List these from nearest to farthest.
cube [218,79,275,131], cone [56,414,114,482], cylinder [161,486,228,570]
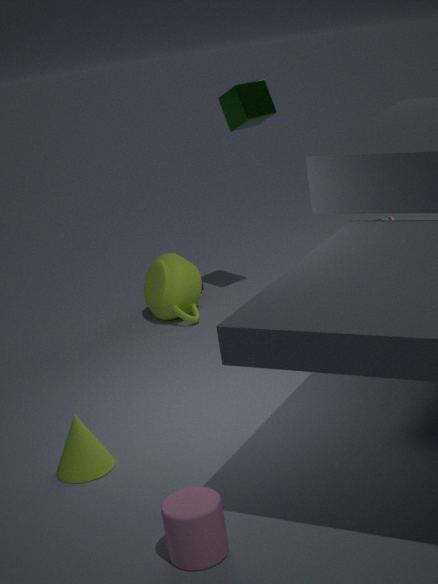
cylinder [161,486,228,570] < cone [56,414,114,482] < cube [218,79,275,131]
